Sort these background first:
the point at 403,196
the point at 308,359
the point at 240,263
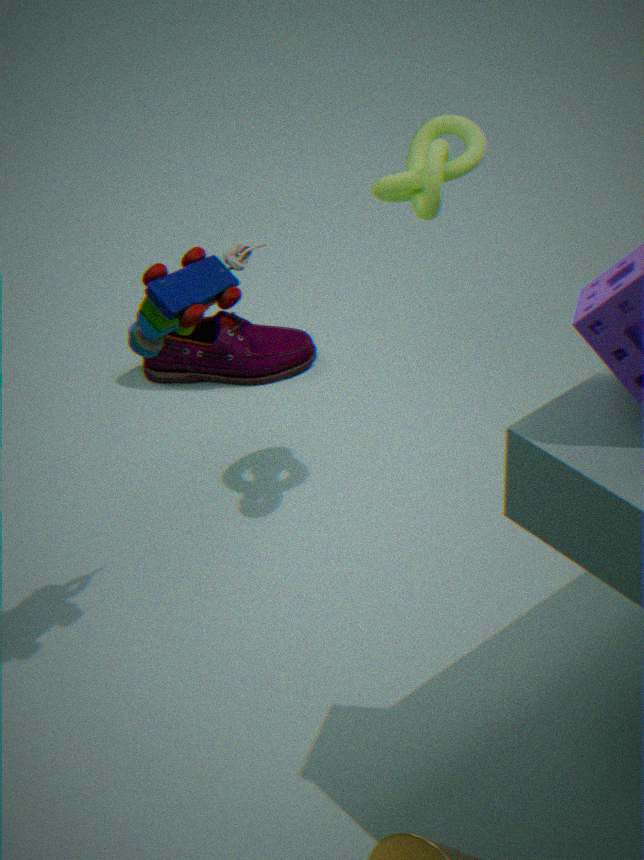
the point at 308,359 < the point at 403,196 < the point at 240,263
